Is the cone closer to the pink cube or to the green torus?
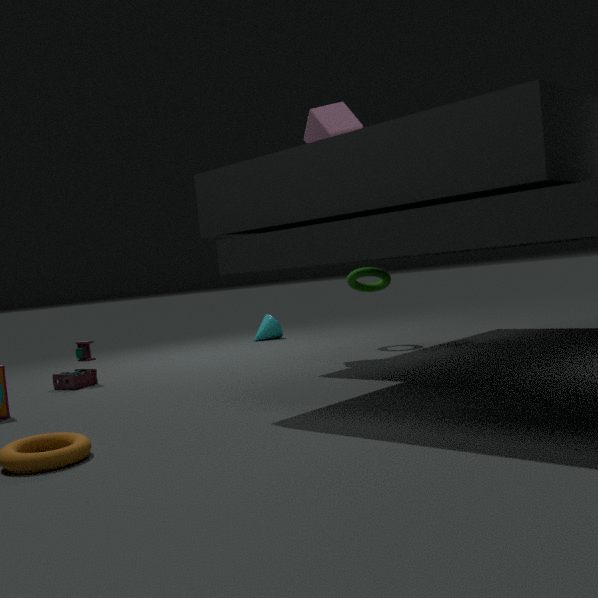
the green torus
